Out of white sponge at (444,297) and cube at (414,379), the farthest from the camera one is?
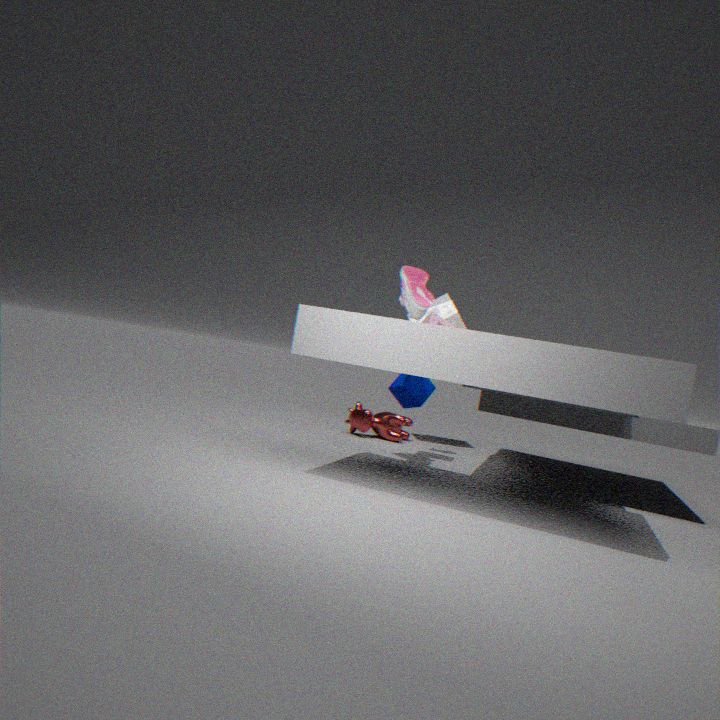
white sponge at (444,297)
